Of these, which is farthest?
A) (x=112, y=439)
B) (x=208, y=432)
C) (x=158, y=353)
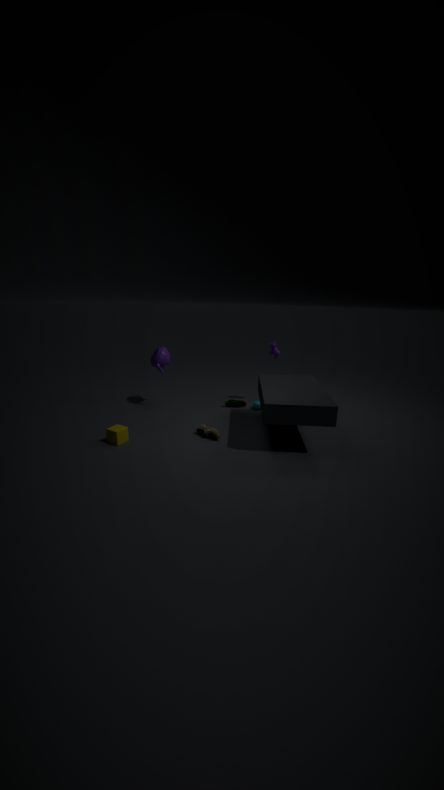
(x=158, y=353)
